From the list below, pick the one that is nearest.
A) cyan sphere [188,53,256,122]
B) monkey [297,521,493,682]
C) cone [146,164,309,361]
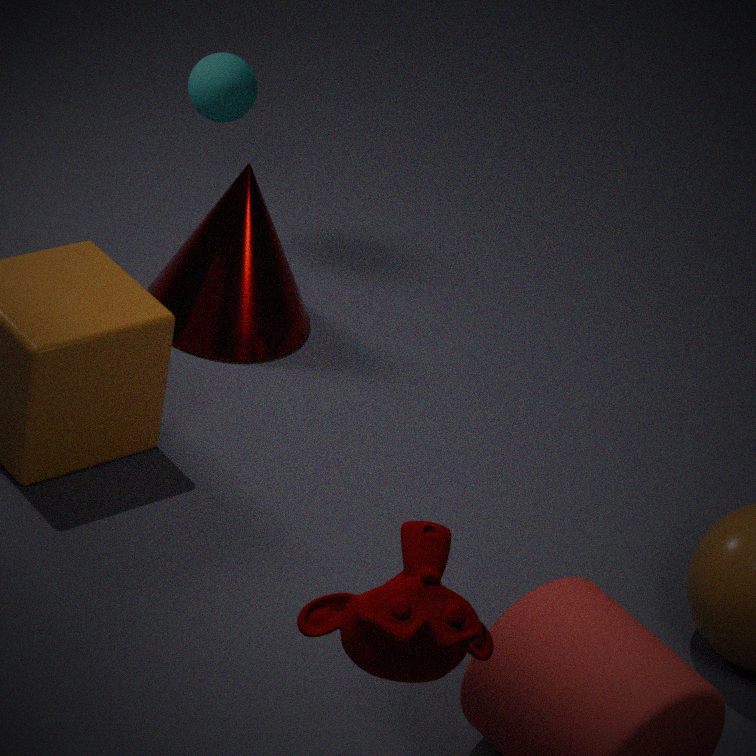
monkey [297,521,493,682]
